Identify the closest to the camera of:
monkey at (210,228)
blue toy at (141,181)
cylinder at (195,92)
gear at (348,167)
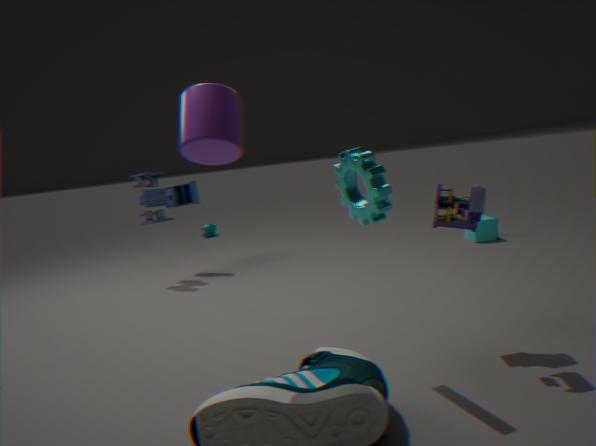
cylinder at (195,92)
